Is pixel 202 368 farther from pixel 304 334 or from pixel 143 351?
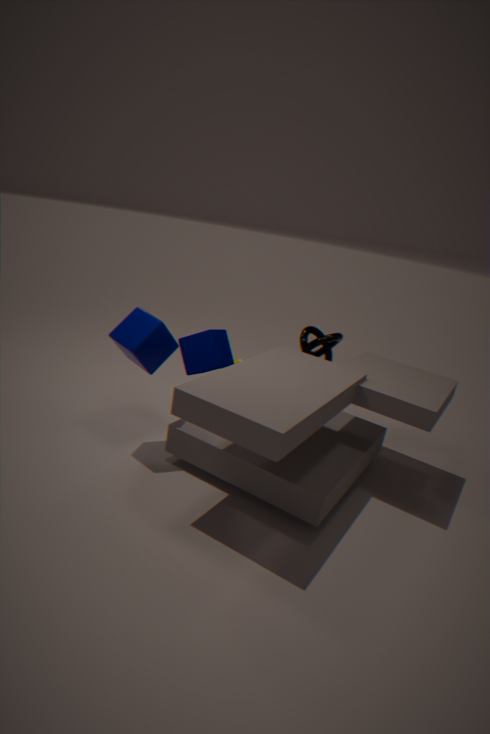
pixel 304 334
